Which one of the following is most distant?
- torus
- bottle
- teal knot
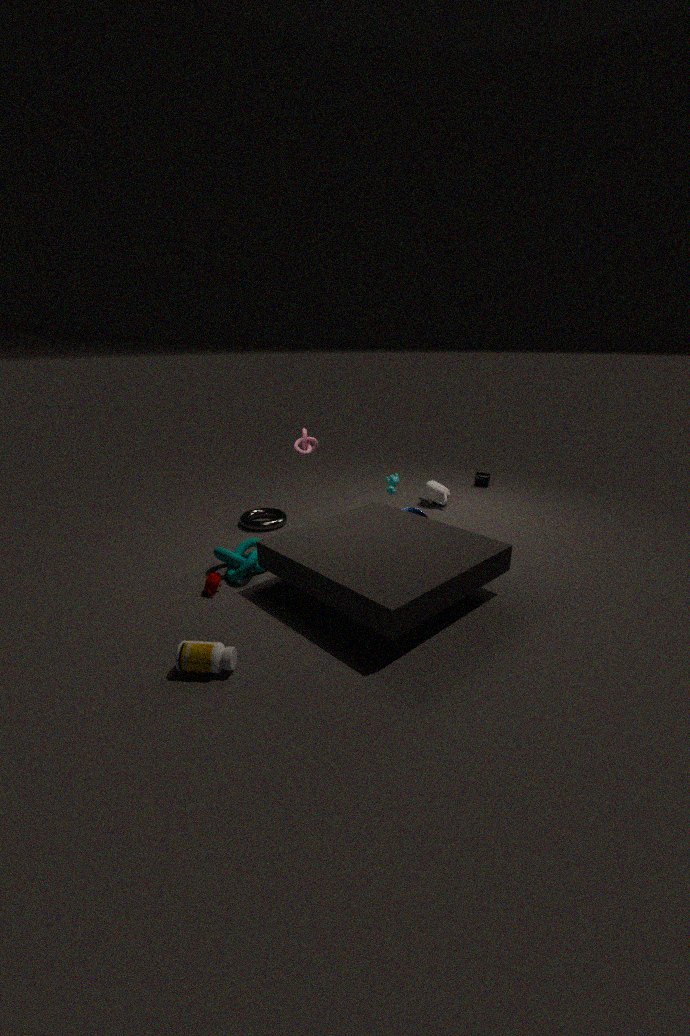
torus
